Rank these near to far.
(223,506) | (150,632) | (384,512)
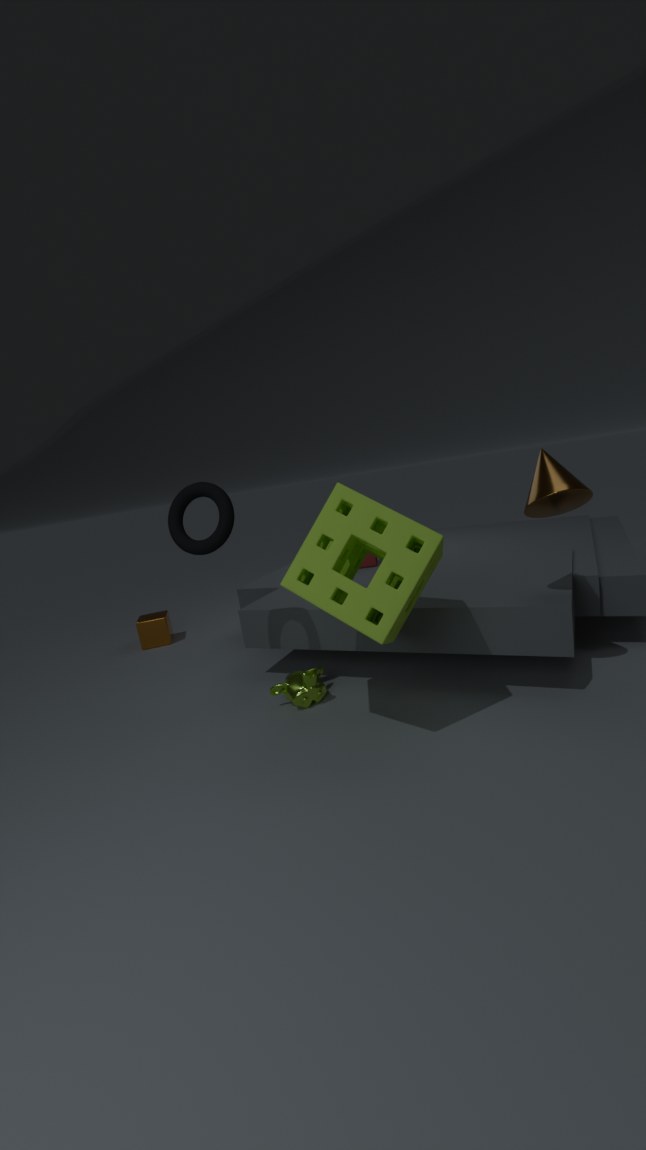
(384,512), (223,506), (150,632)
